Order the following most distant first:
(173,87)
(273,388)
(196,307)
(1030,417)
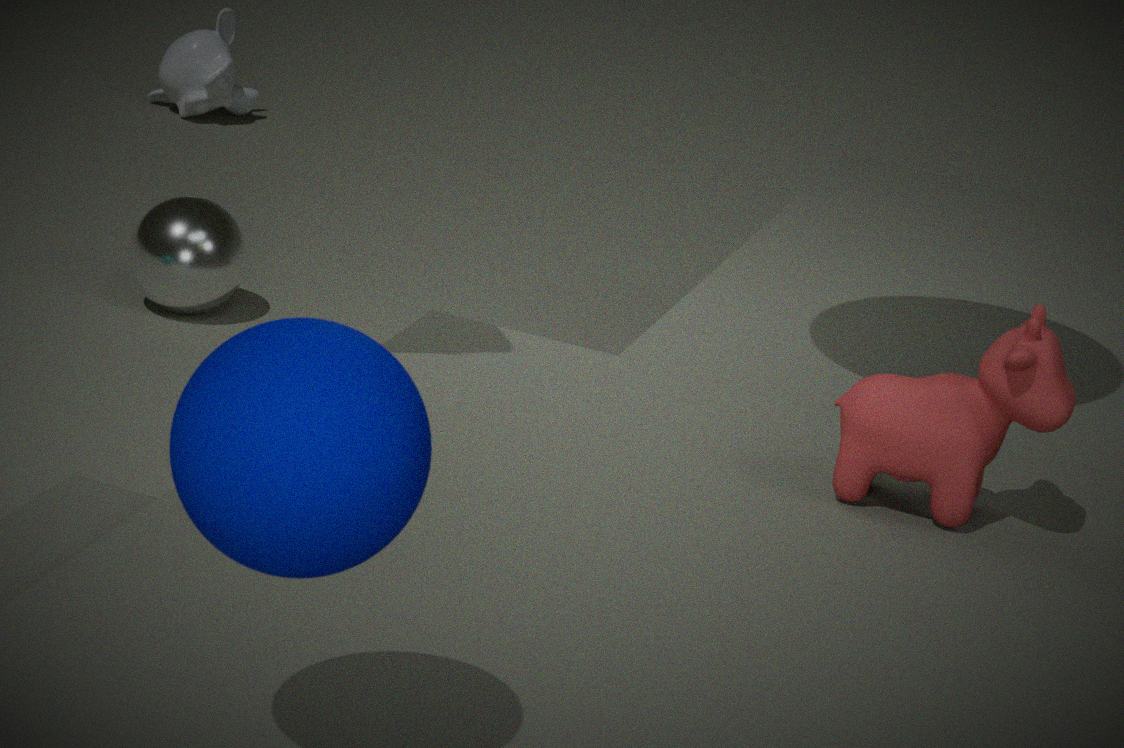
1. (173,87)
2. (196,307)
3. (1030,417)
4. (273,388)
